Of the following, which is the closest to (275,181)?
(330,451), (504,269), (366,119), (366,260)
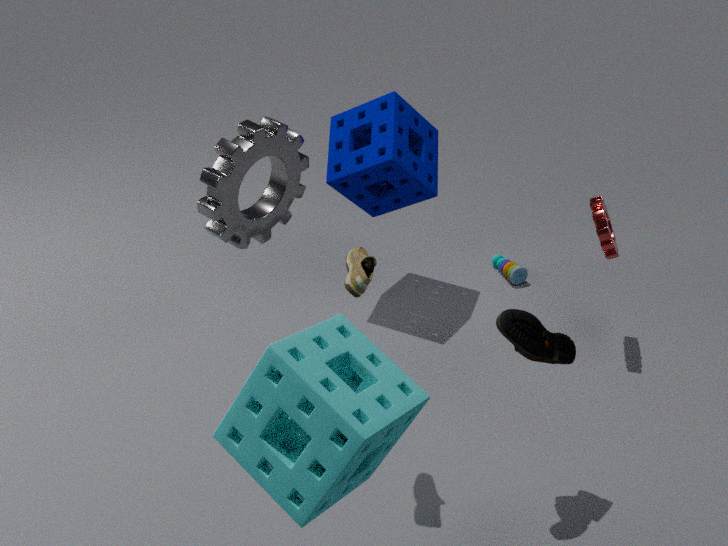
(366,119)
